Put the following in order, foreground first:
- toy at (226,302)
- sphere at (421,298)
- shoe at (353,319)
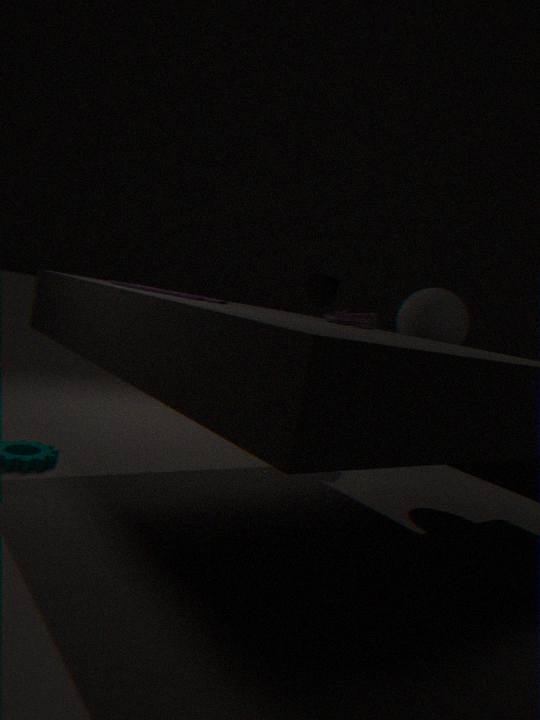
toy at (226,302), shoe at (353,319), sphere at (421,298)
